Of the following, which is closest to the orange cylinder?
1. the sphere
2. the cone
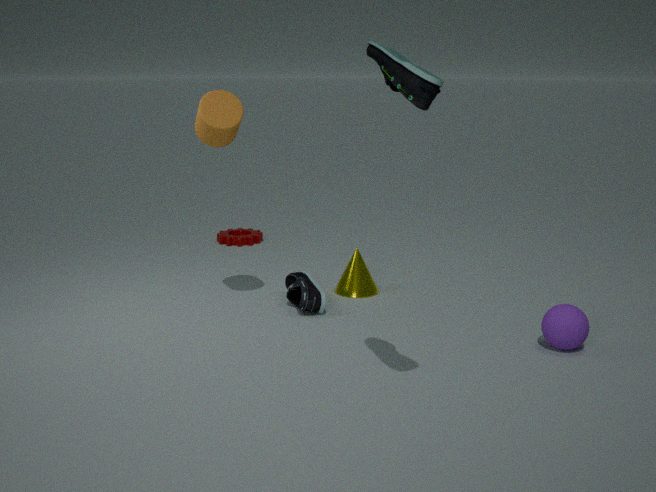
the cone
